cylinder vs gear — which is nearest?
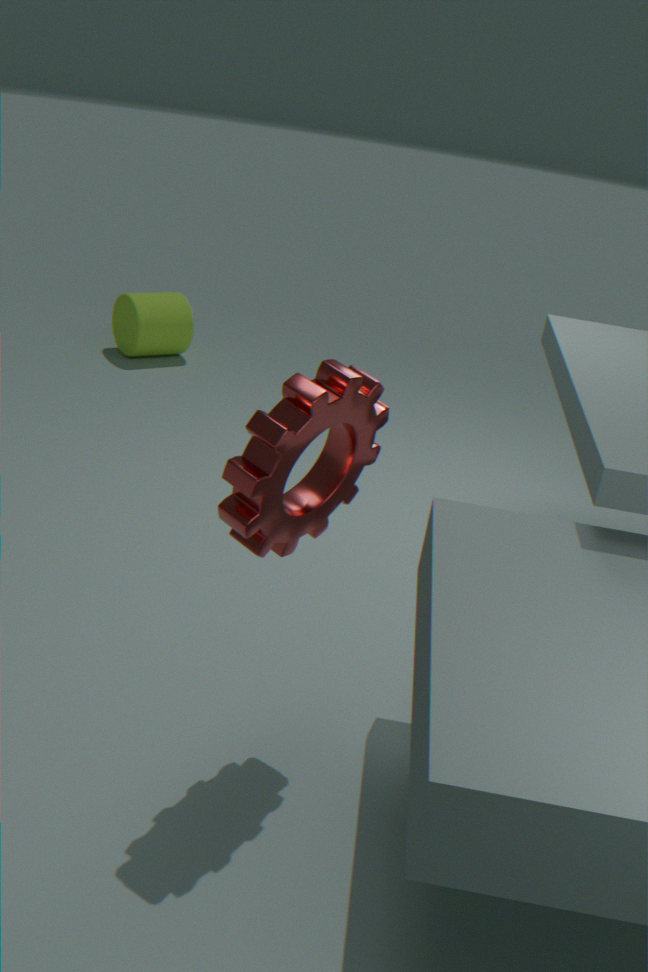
gear
